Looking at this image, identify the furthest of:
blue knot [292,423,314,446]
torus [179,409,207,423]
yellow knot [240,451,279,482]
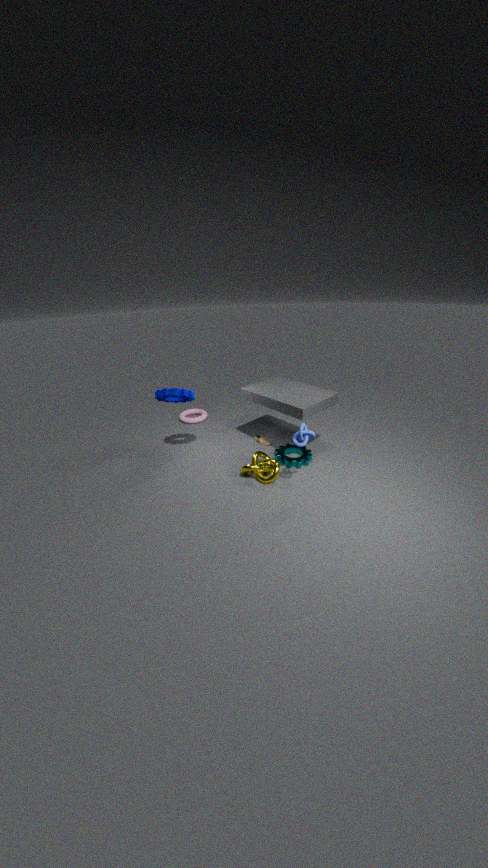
torus [179,409,207,423]
